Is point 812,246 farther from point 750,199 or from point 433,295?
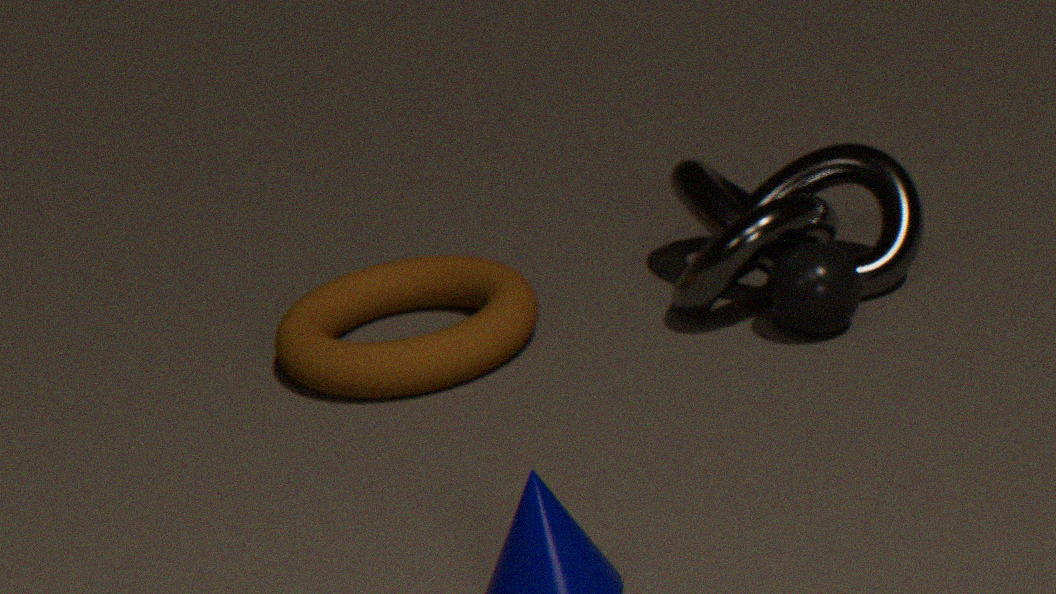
point 433,295
